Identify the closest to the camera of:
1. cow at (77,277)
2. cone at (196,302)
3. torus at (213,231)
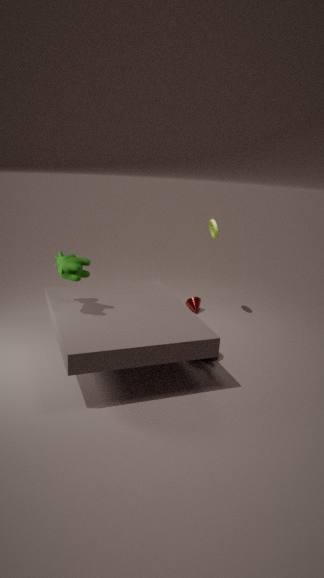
cow at (77,277)
